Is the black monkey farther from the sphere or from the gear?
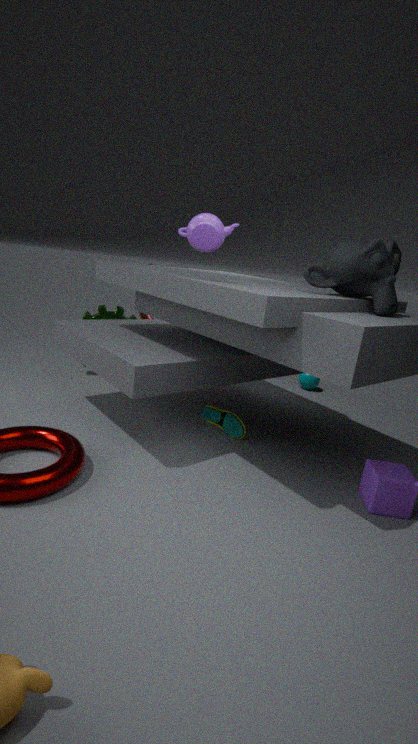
the gear
